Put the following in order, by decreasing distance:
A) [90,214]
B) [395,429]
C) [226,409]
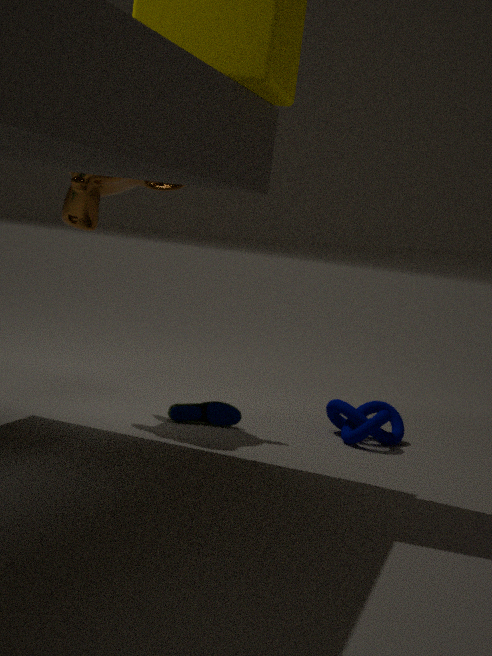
[395,429] < [226,409] < [90,214]
